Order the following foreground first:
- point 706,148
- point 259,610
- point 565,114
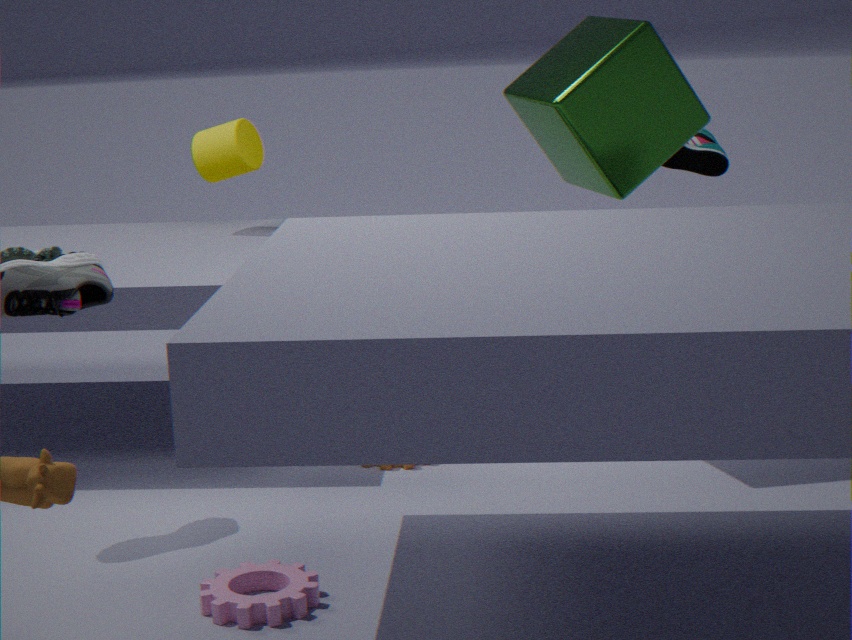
point 259,610, point 565,114, point 706,148
